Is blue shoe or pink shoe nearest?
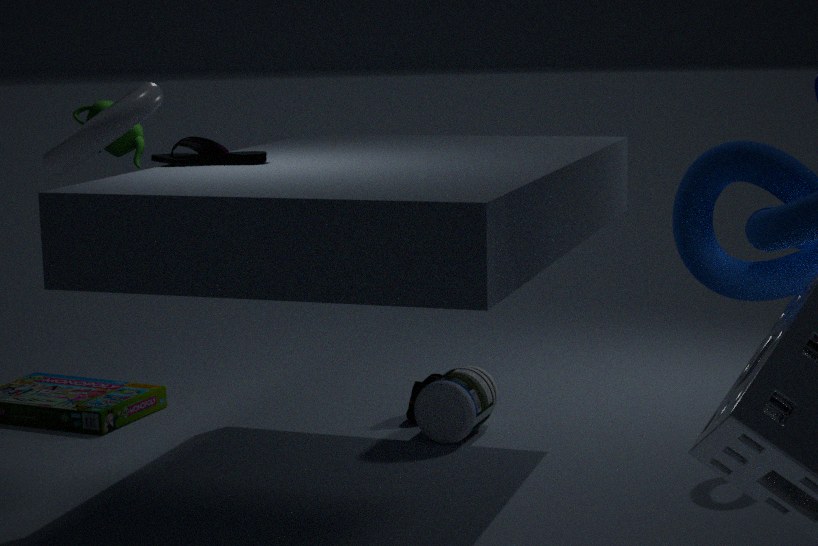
blue shoe
